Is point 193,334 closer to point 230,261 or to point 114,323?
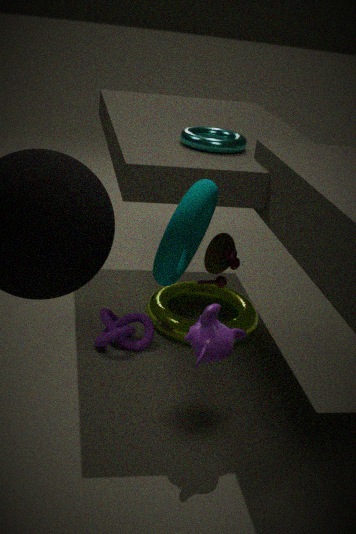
point 230,261
